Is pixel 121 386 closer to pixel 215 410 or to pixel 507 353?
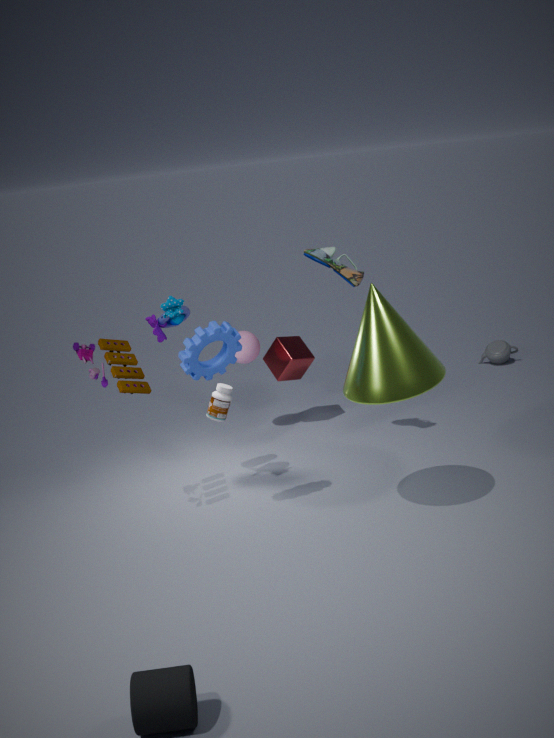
pixel 215 410
